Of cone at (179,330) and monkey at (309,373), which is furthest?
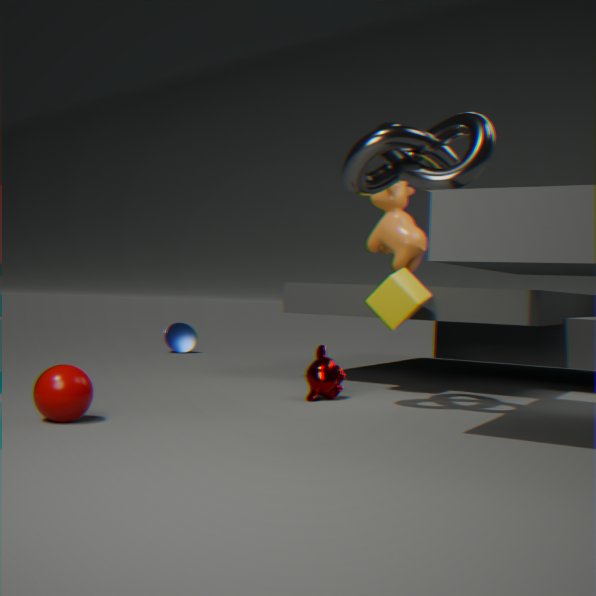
cone at (179,330)
